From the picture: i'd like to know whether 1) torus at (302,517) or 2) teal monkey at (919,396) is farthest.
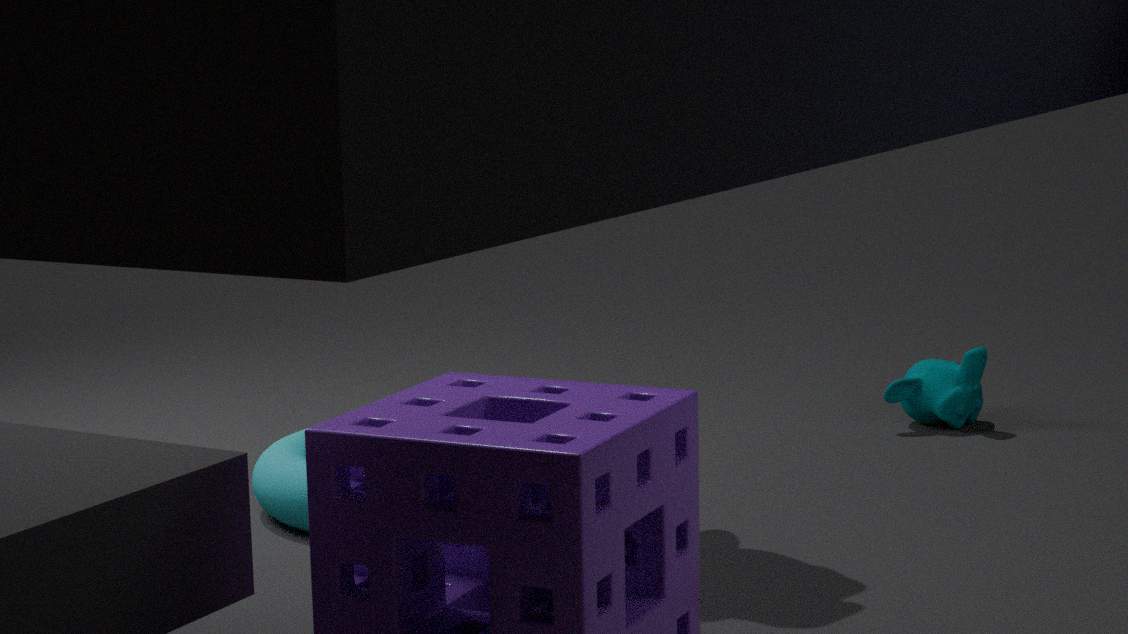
2. teal monkey at (919,396)
